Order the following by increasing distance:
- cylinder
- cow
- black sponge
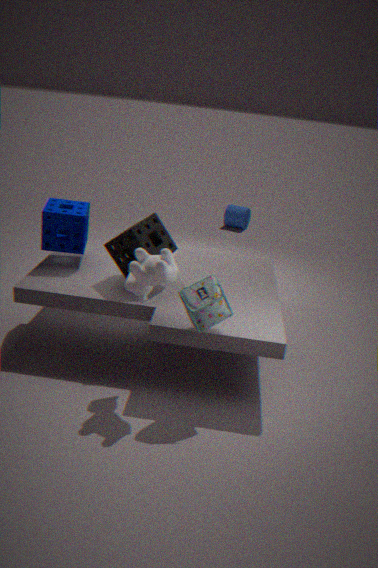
1. cow
2. black sponge
3. cylinder
